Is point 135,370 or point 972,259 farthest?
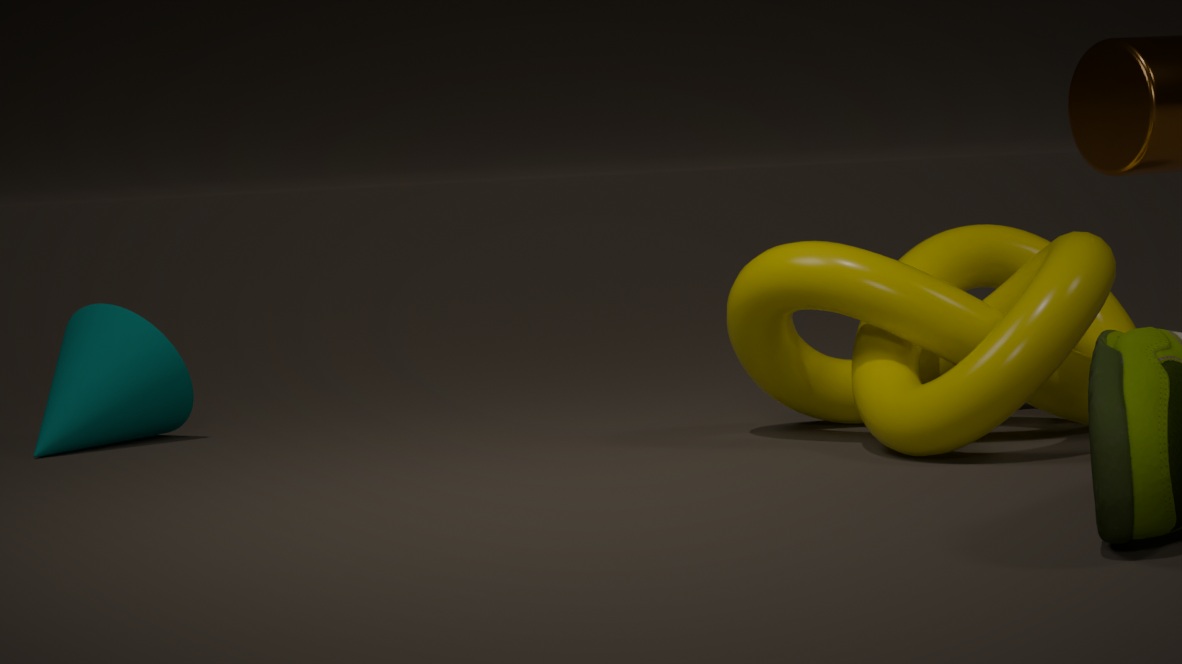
point 135,370
